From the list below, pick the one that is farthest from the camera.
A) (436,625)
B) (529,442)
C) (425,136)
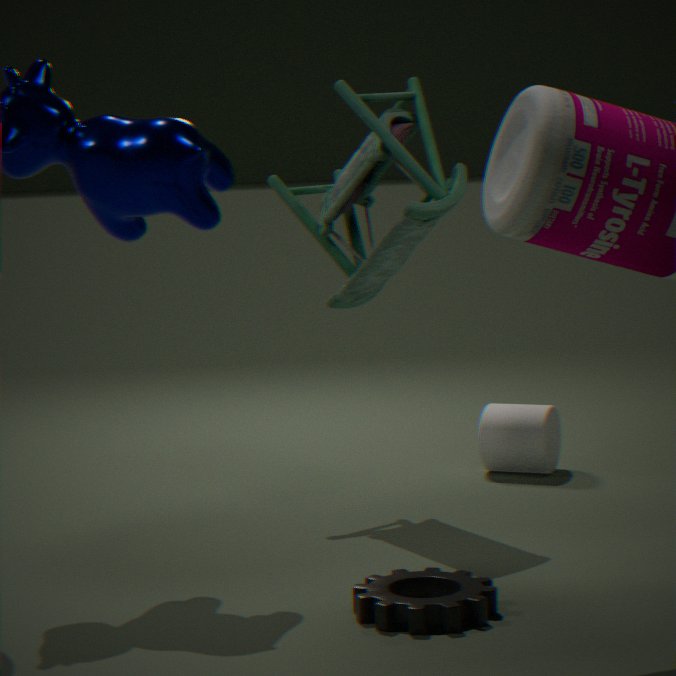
(529,442)
